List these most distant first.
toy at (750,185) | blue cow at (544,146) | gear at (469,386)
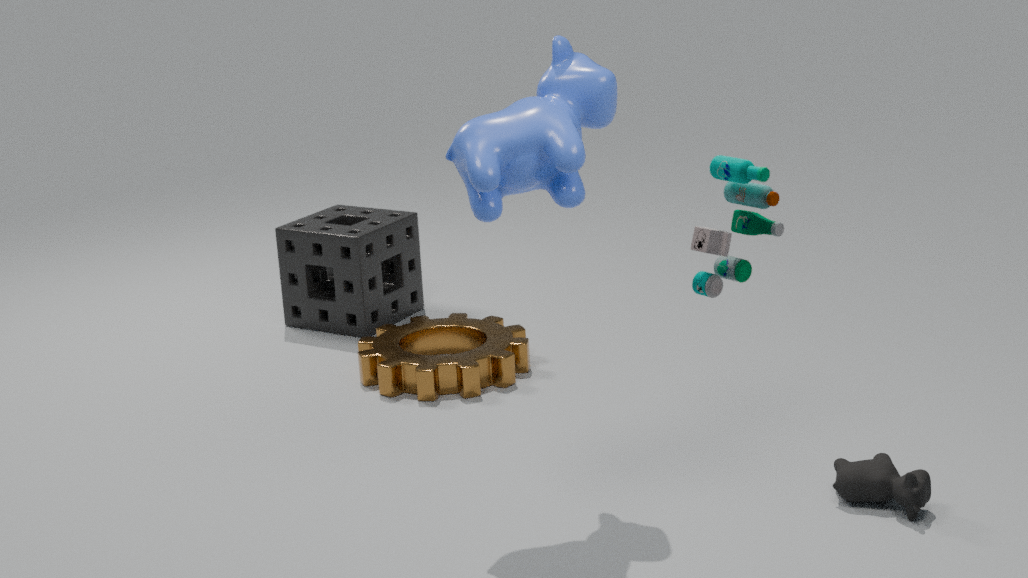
gear at (469,386) → blue cow at (544,146) → toy at (750,185)
